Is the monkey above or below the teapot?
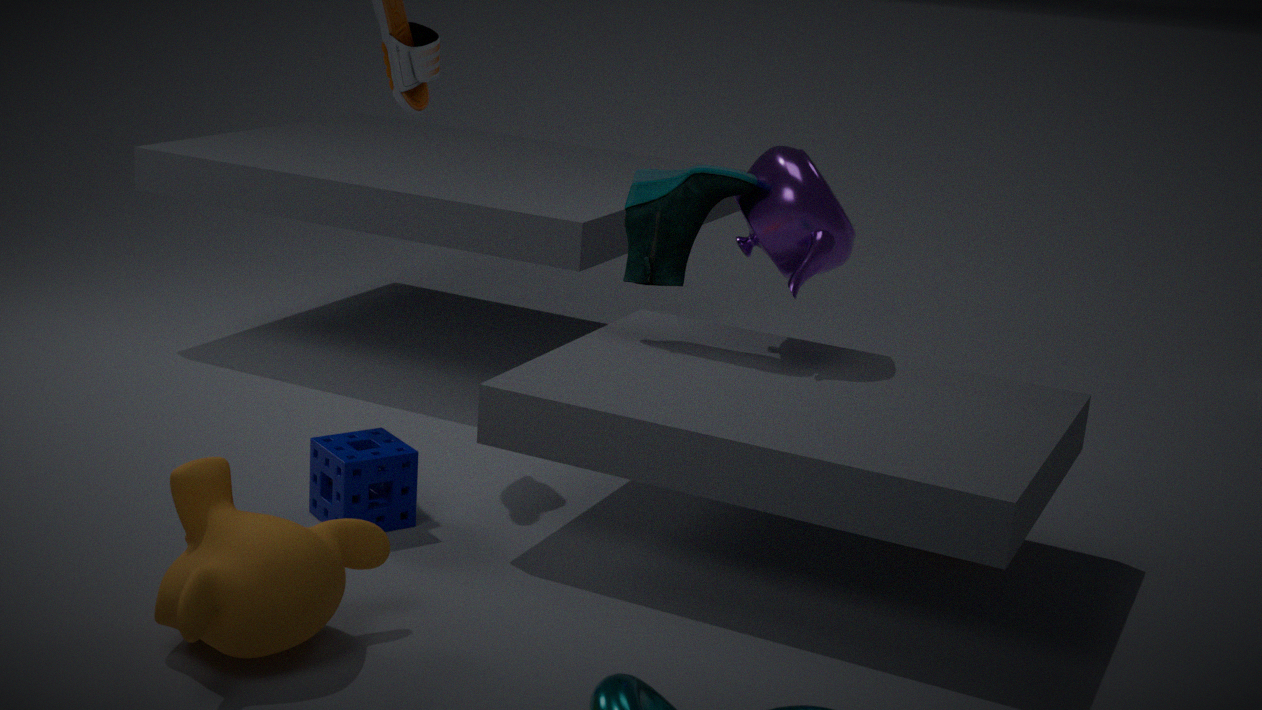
below
